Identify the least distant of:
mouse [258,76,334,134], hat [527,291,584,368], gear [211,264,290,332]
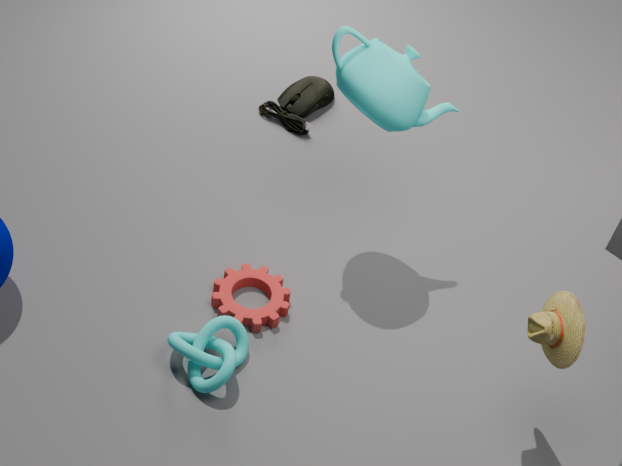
hat [527,291,584,368]
